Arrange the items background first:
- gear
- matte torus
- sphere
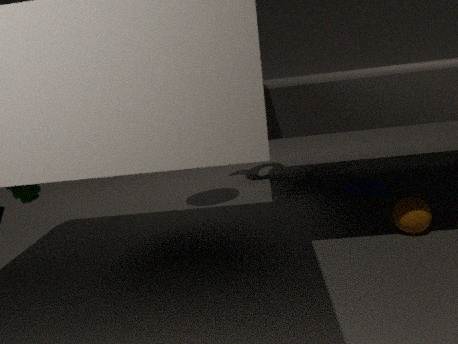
matte torus → sphere → gear
